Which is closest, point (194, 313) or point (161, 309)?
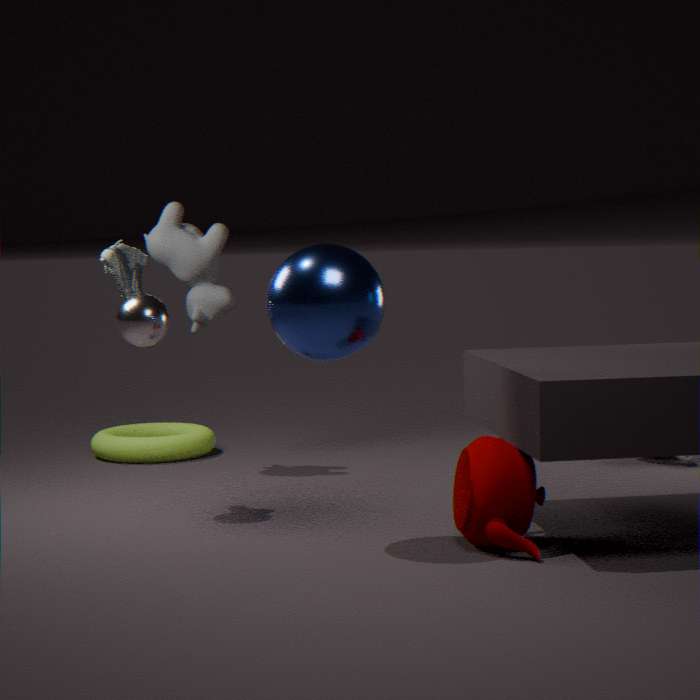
point (161, 309)
